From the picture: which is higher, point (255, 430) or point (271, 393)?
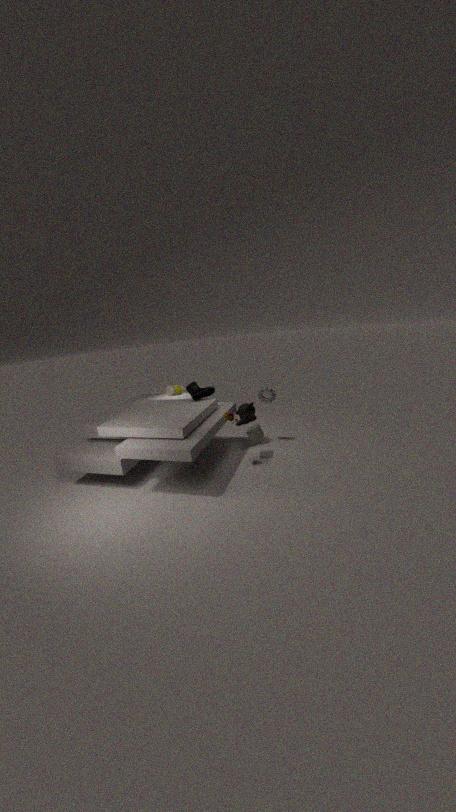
point (271, 393)
